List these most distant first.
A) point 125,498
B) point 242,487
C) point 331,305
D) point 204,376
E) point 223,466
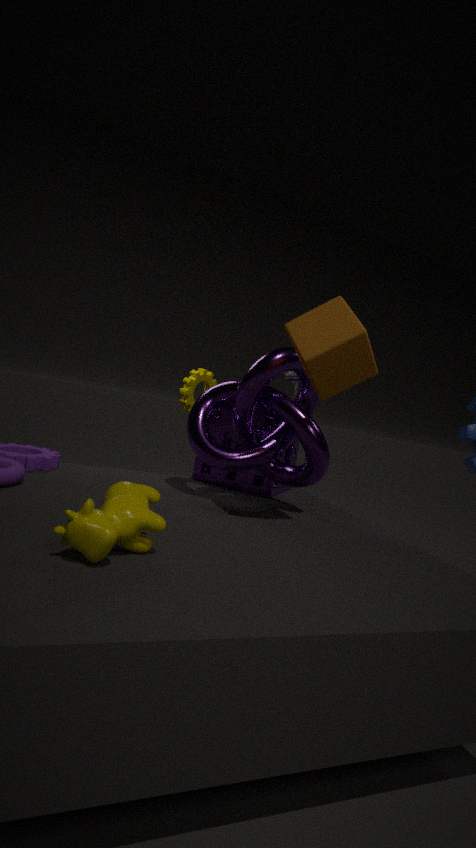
point 204,376
point 242,487
point 223,466
point 331,305
point 125,498
